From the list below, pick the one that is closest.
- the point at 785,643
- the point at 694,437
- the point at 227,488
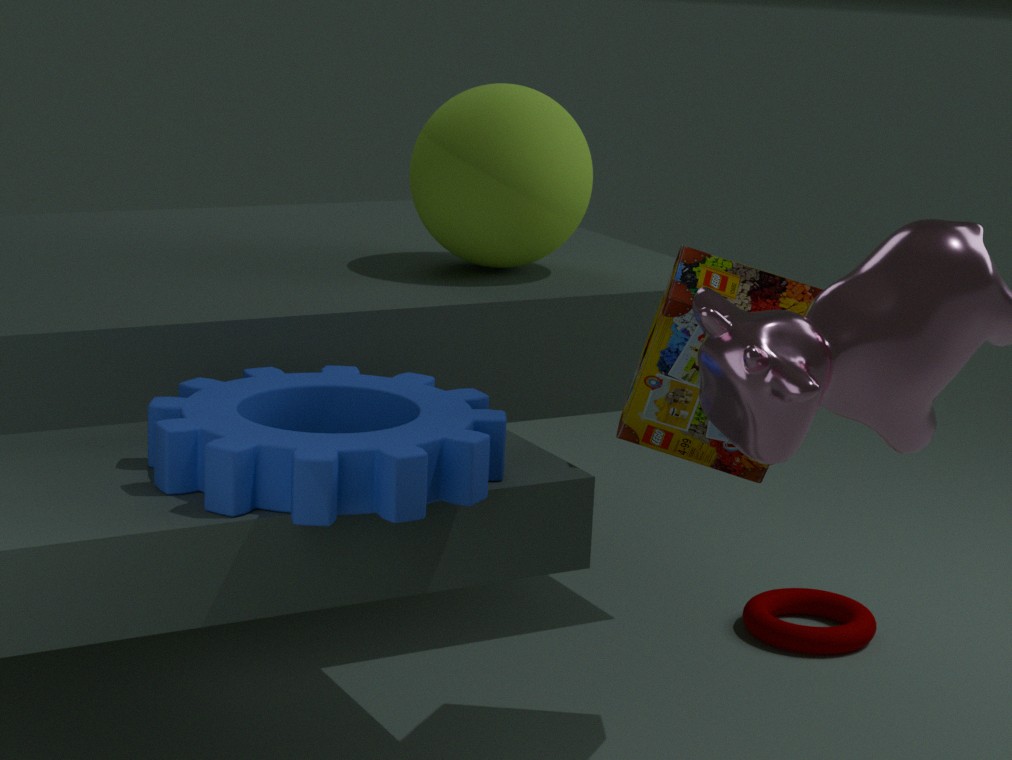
the point at 227,488
